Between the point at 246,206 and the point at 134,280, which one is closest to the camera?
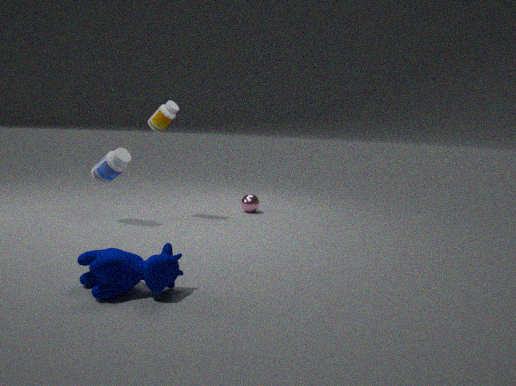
the point at 134,280
